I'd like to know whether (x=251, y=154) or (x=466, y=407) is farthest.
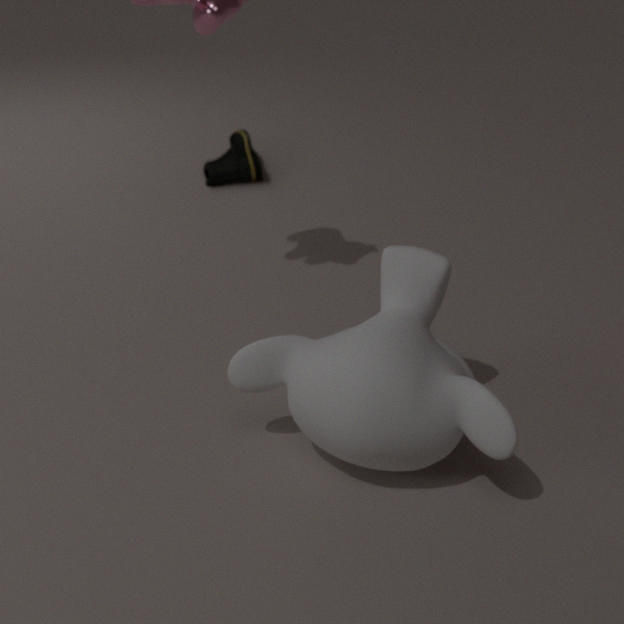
(x=251, y=154)
